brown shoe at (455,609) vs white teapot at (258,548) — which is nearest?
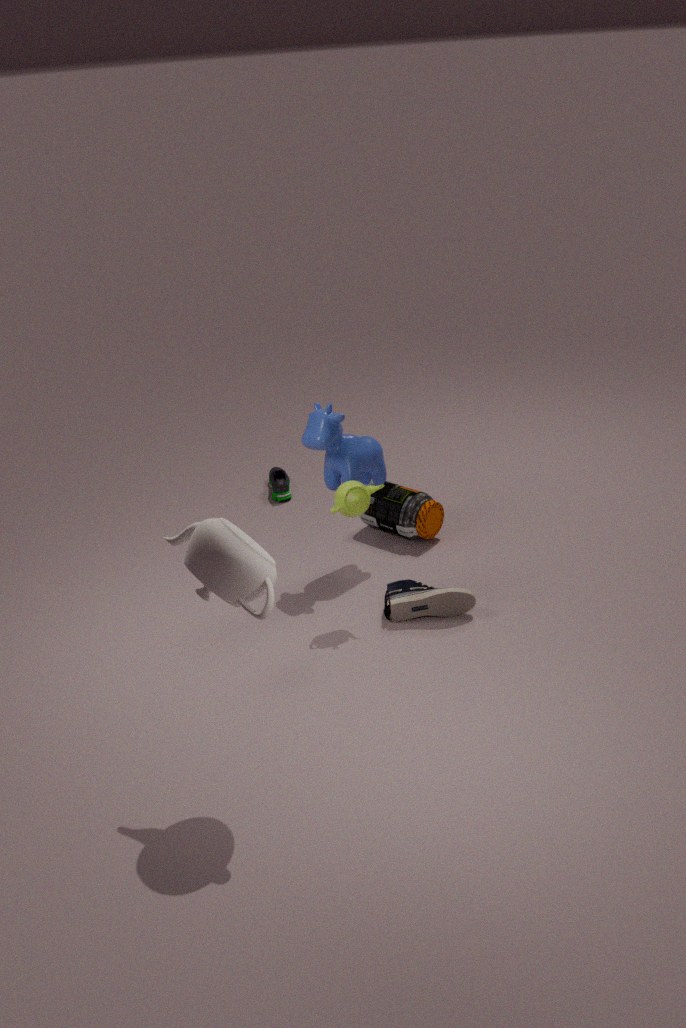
white teapot at (258,548)
